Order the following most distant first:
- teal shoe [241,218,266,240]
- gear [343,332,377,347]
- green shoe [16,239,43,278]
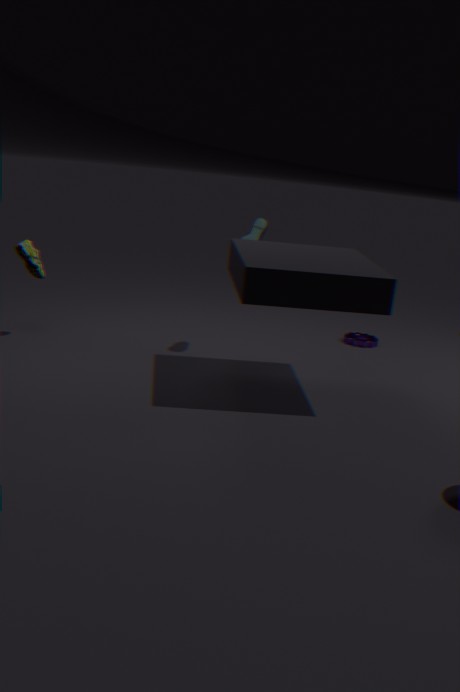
gear [343,332,377,347] < teal shoe [241,218,266,240] < green shoe [16,239,43,278]
